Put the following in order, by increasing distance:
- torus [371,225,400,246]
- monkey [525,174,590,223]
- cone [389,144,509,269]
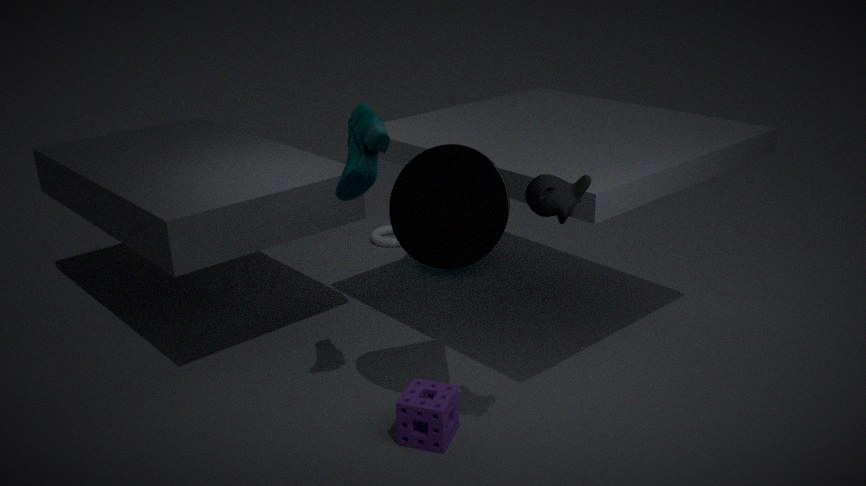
monkey [525,174,590,223] < cone [389,144,509,269] < torus [371,225,400,246]
